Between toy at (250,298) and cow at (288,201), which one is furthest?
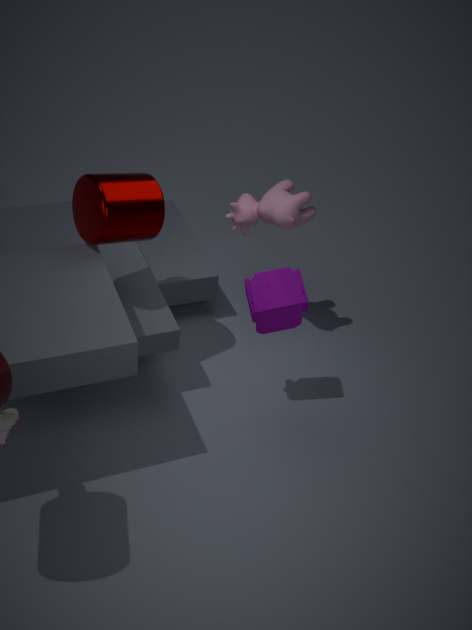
cow at (288,201)
